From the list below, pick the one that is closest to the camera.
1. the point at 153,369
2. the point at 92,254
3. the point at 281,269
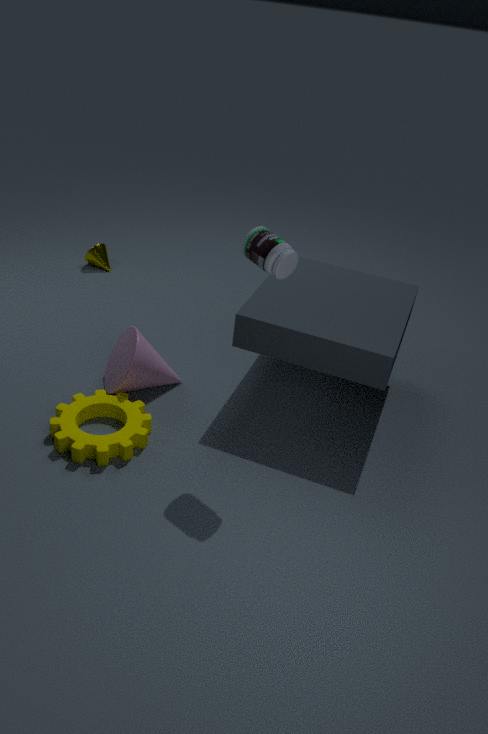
the point at 281,269
